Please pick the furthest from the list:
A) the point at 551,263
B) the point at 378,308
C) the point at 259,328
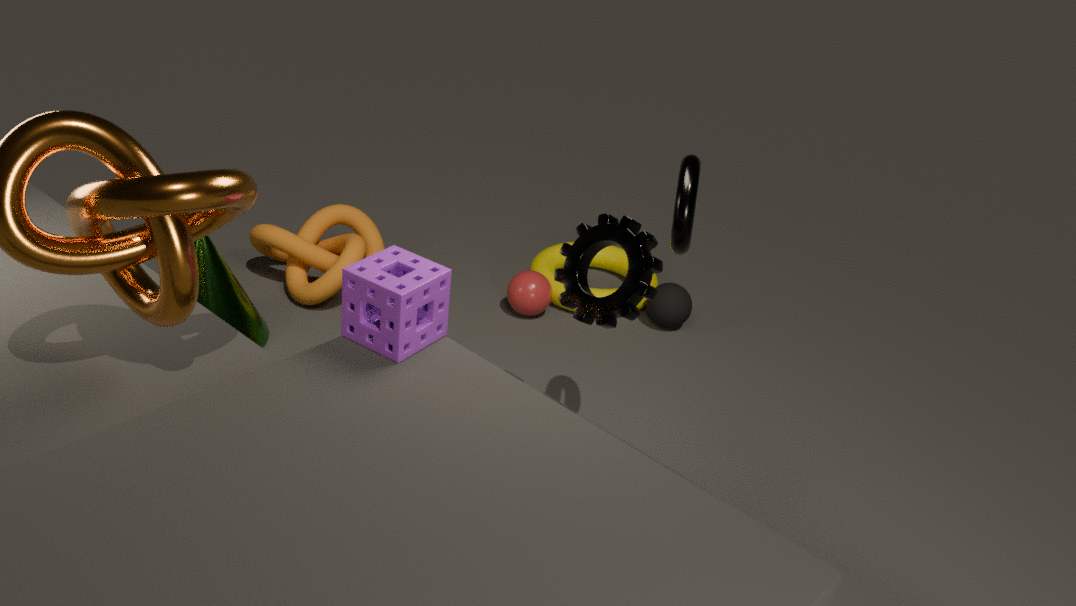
the point at 551,263
